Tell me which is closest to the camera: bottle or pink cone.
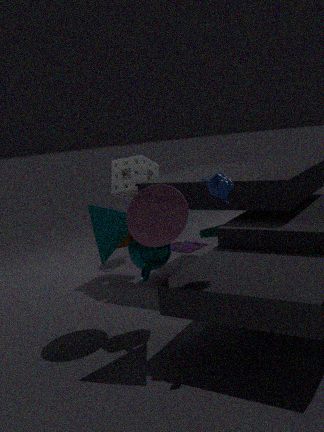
pink cone
